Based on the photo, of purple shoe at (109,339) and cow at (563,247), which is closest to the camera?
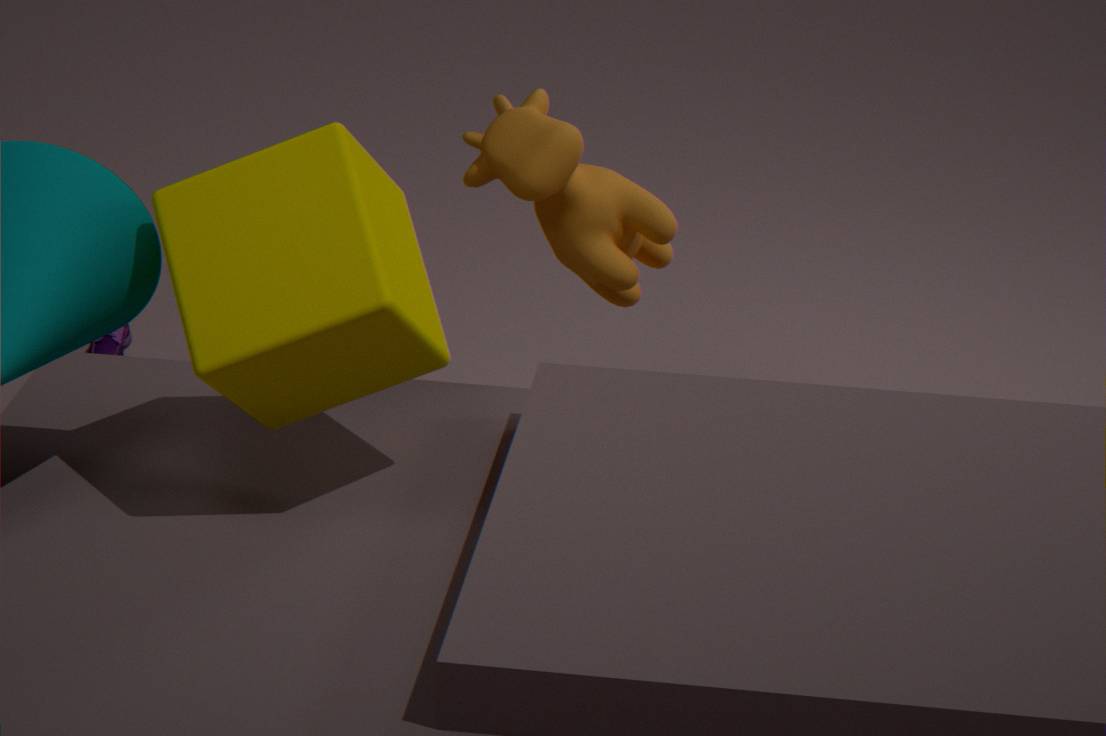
cow at (563,247)
